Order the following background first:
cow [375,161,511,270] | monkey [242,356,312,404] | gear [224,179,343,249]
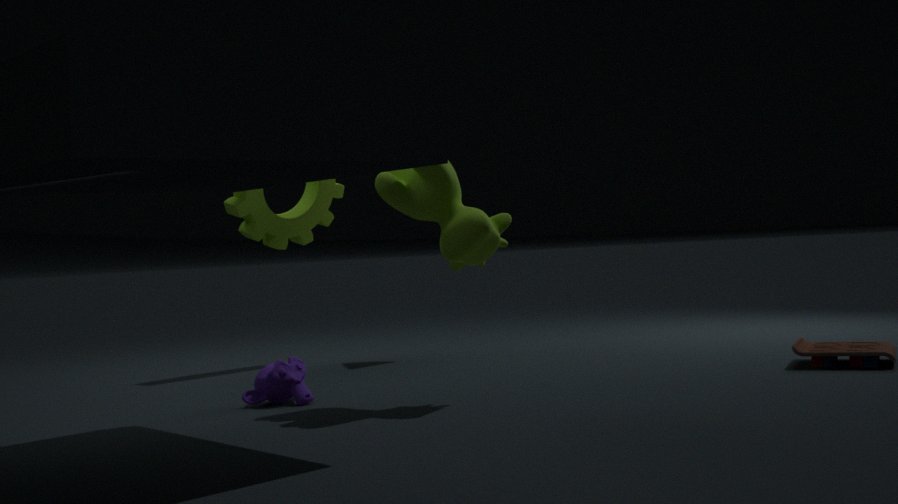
gear [224,179,343,249] < monkey [242,356,312,404] < cow [375,161,511,270]
